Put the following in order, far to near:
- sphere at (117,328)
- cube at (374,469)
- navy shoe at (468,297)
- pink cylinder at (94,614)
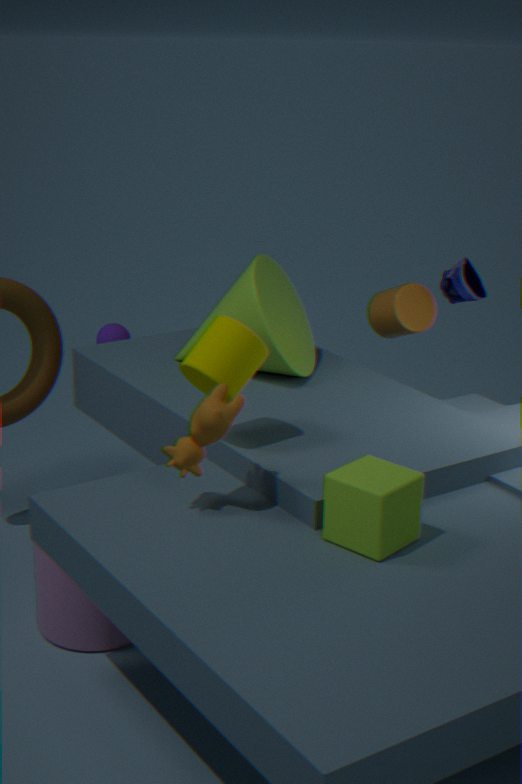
sphere at (117,328) → navy shoe at (468,297) → pink cylinder at (94,614) → cube at (374,469)
